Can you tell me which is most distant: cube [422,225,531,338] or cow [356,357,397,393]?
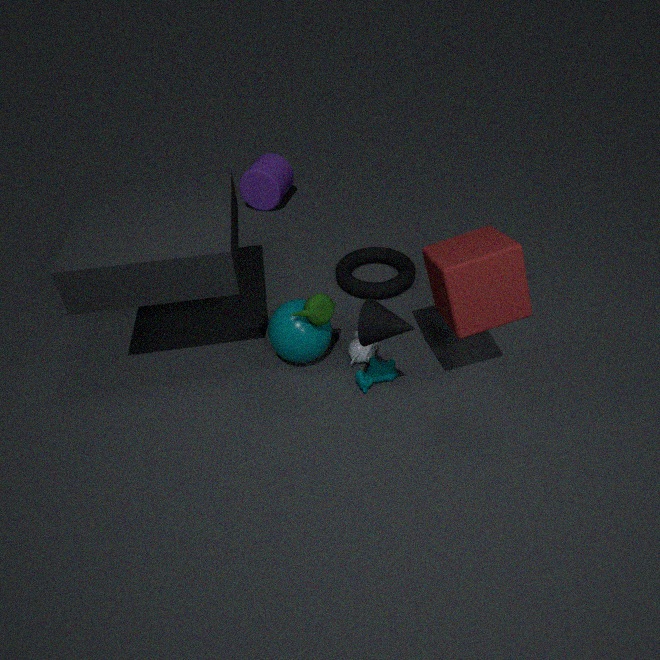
cow [356,357,397,393]
